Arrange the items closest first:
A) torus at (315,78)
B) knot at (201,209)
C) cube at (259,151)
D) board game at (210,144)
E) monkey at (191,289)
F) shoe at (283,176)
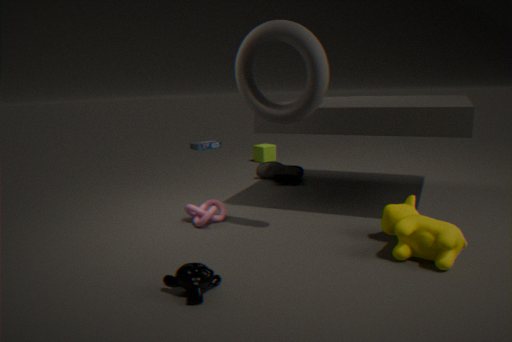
E. monkey at (191,289)
A. torus at (315,78)
B. knot at (201,209)
F. shoe at (283,176)
C. cube at (259,151)
D. board game at (210,144)
